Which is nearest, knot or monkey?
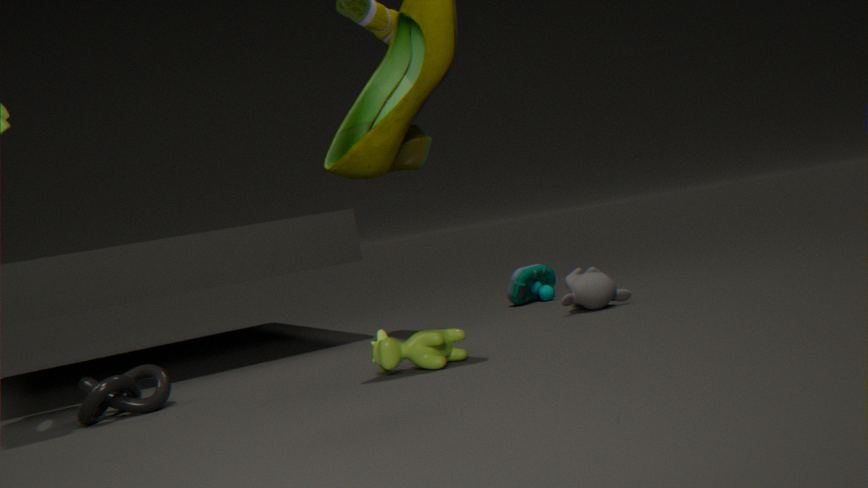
knot
